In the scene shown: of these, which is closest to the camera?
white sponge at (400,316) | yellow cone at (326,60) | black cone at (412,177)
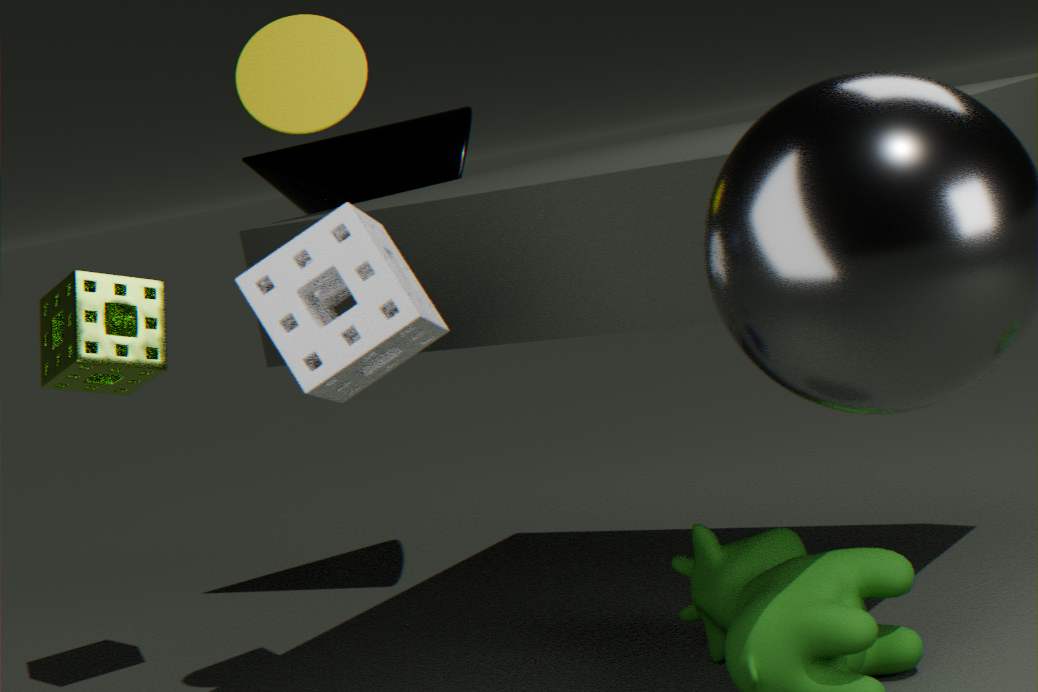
white sponge at (400,316)
